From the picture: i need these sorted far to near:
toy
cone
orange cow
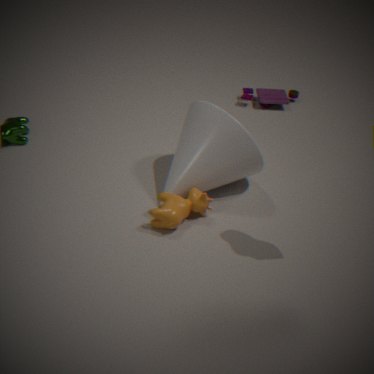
toy < cone < orange cow
